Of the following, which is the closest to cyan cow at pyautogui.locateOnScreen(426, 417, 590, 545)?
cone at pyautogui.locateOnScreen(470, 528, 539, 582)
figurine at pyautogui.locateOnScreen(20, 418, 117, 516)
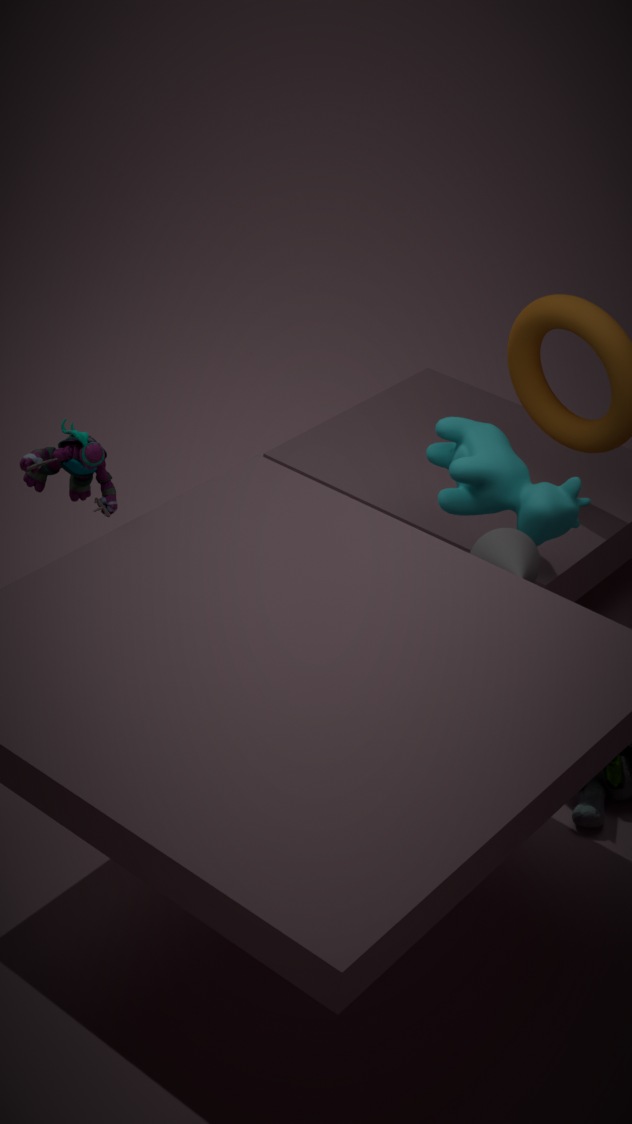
cone at pyautogui.locateOnScreen(470, 528, 539, 582)
